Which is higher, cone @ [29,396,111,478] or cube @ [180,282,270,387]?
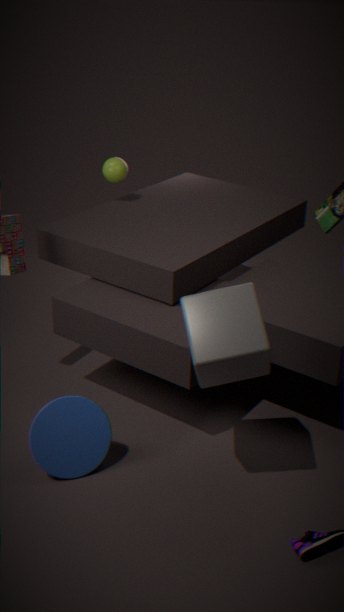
cube @ [180,282,270,387]
